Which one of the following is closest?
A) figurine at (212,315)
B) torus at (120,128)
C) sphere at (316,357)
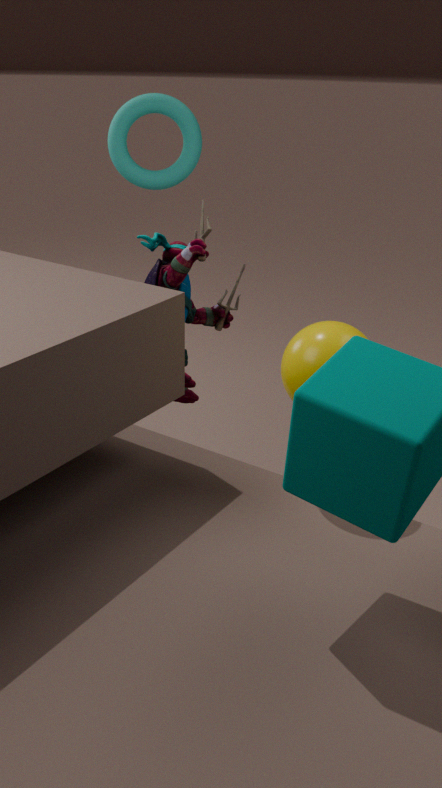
sphere at (316,357)
